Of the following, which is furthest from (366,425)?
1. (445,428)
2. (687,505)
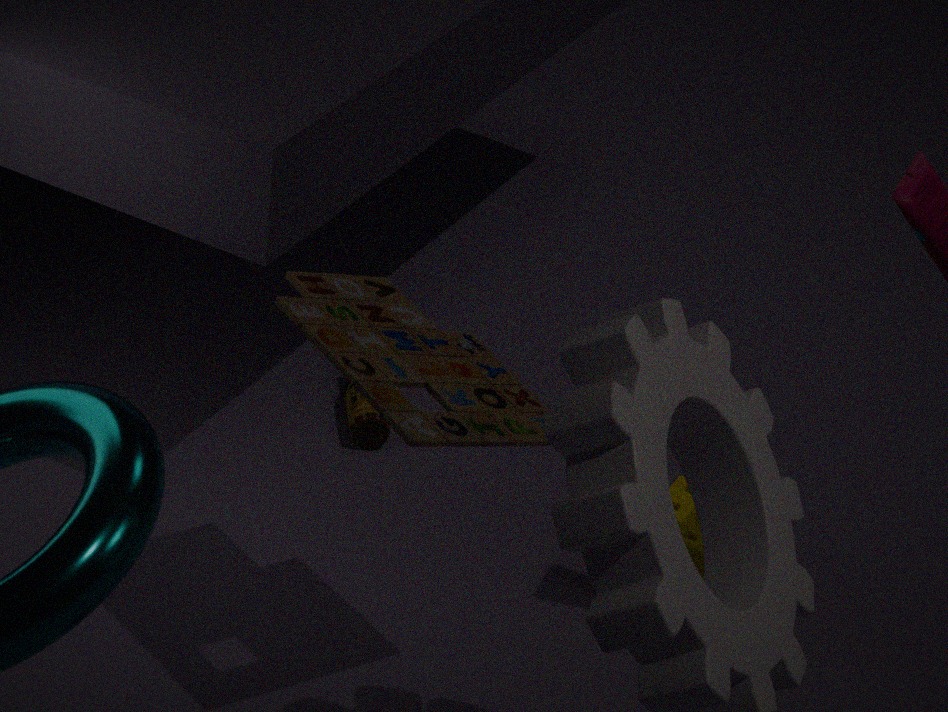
(445,428)
